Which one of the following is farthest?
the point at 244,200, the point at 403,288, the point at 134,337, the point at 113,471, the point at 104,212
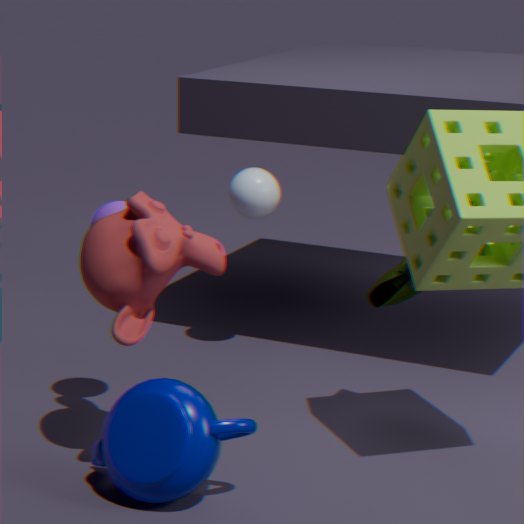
the point at 244,200
